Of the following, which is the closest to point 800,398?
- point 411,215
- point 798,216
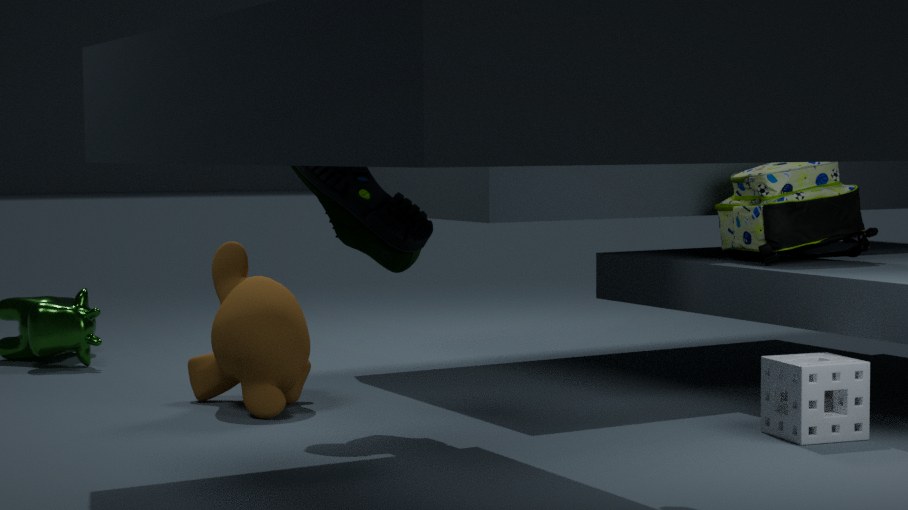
point 798,216
